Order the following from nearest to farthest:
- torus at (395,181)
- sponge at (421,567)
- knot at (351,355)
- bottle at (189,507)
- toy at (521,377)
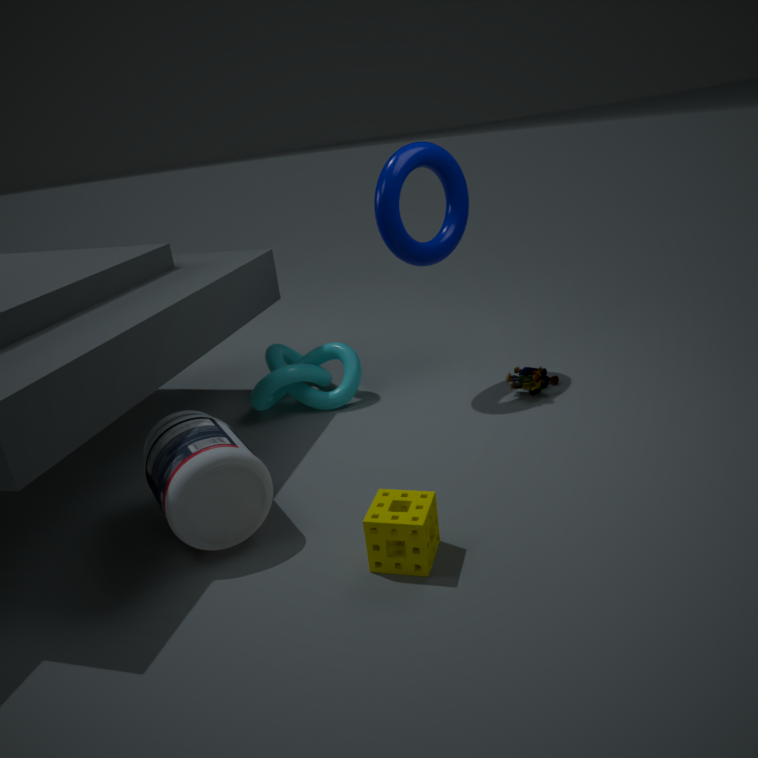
sponge at (421,567)
bottle at (189,507)
torus at (395,181)
toy at (521,377)
knot at (351,355)
